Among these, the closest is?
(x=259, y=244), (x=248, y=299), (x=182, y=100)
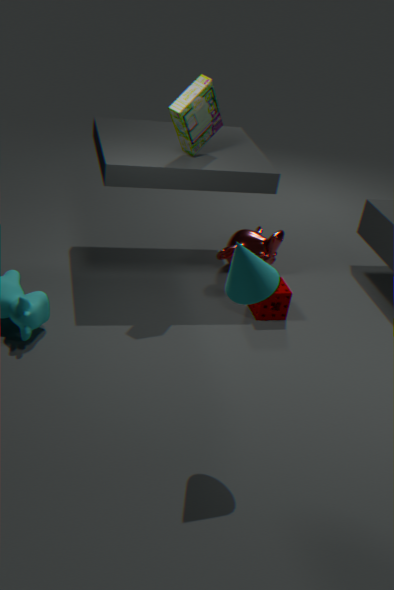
(x=248, y=299)
